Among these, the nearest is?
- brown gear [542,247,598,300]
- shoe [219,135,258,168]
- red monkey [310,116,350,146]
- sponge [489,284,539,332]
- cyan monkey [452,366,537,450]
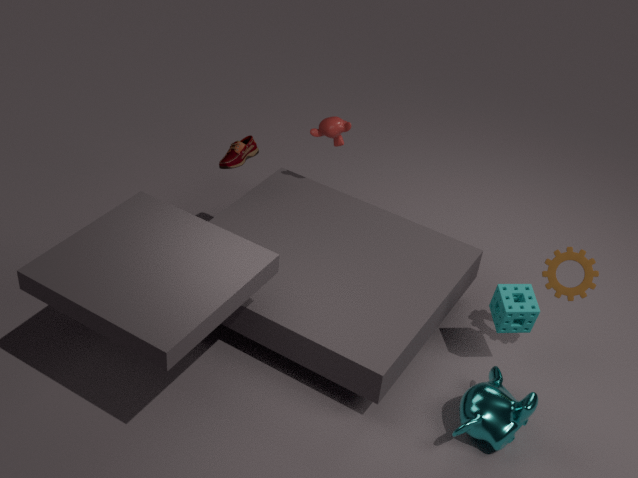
cyan monkey [452,366,537,450]
